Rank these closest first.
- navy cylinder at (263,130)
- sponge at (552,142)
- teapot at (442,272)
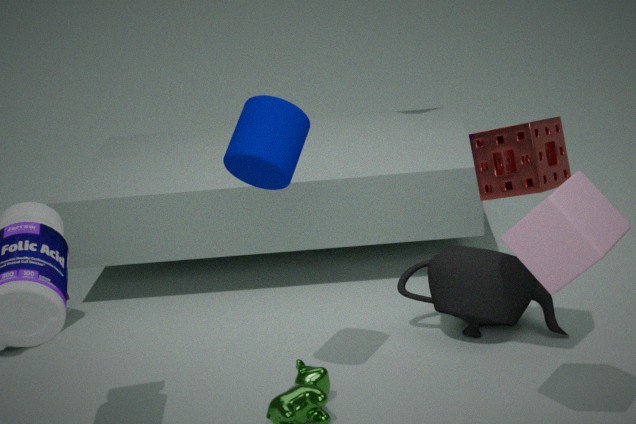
navy cylinder at (263,130), sponge at (552,142), teapot at (442,272)
